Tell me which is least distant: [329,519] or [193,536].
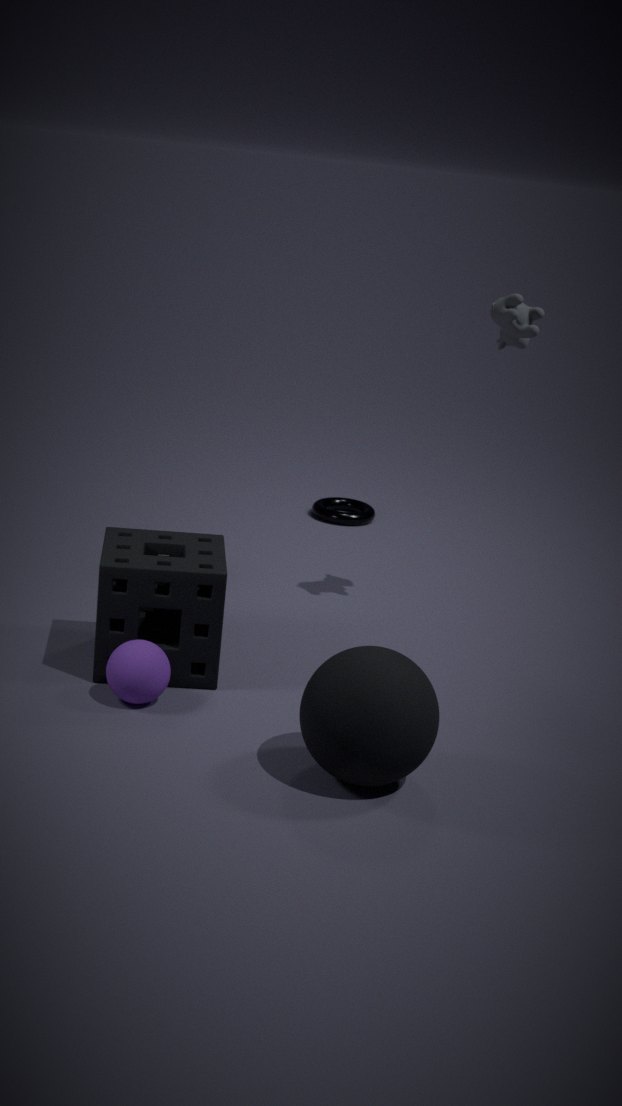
[193,536]
